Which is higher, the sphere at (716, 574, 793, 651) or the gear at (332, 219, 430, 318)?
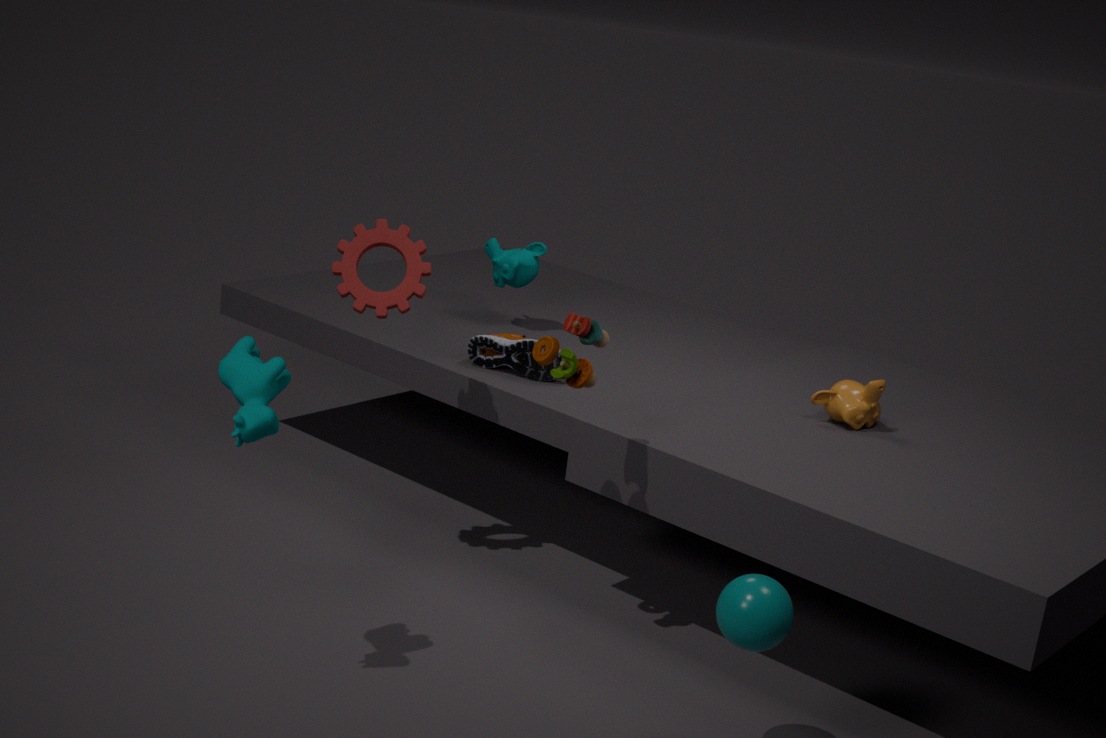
the gear at (332, 219, 430, 318)
